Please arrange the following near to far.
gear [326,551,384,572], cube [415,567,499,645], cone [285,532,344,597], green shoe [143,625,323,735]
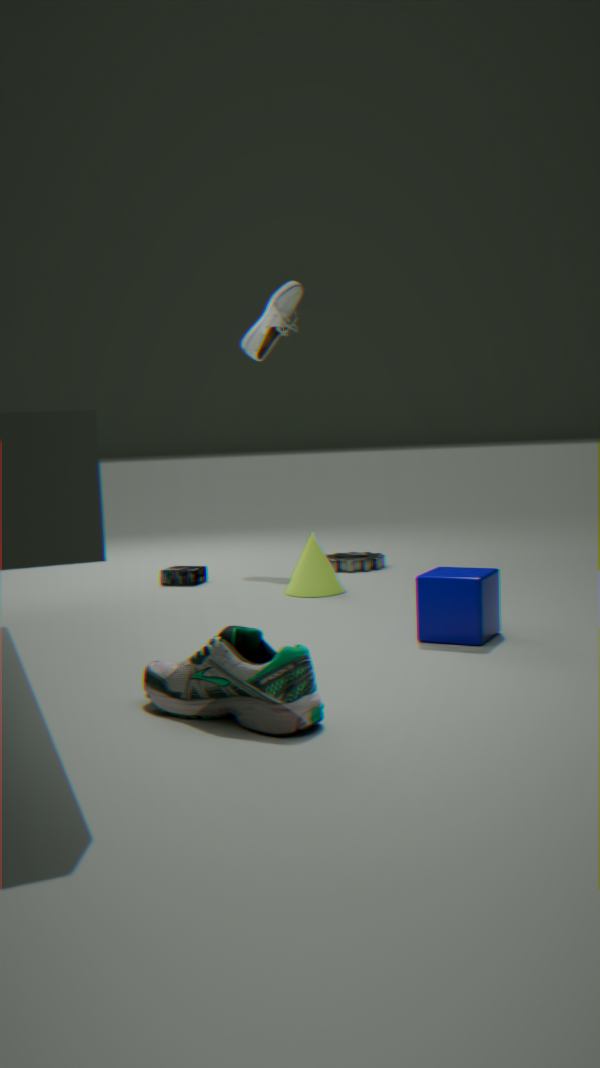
green shoe [143,625,323,735] < cube [415,567,499,645] < cone [285,532,344,597] < gear [326,551,384,572]
